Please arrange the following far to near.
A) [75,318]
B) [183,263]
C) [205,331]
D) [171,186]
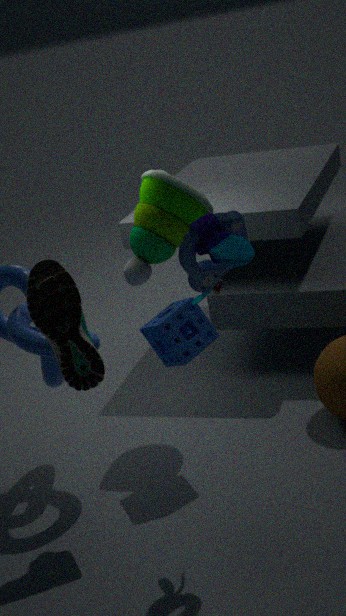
[171,186] < [205,331] < [75,318] < [183,263]
